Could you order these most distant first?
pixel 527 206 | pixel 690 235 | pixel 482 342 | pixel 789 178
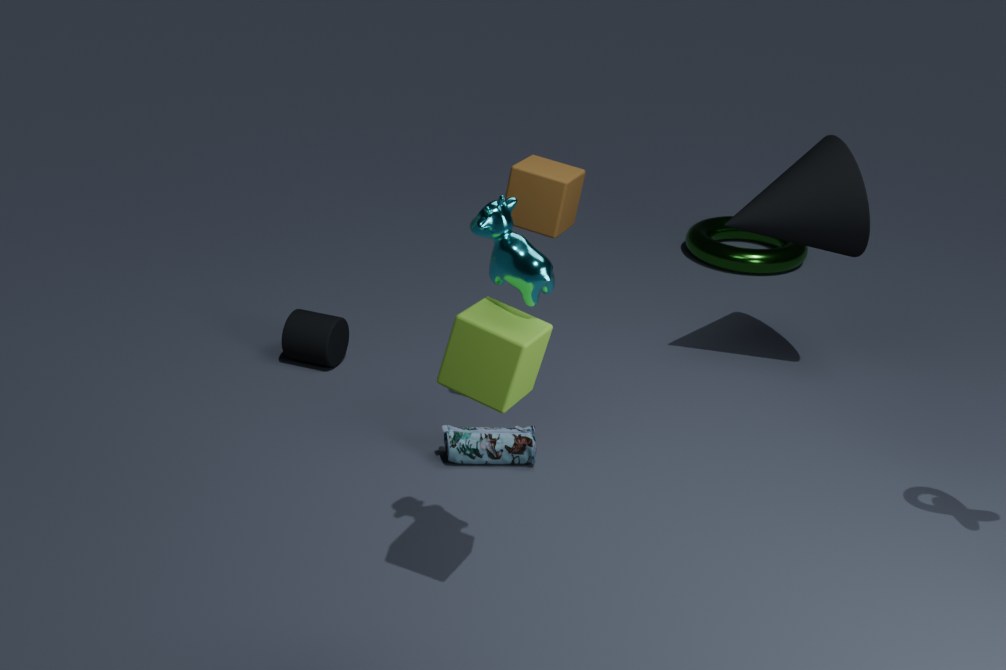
pixel 690 235 < pixel 789 178 < pixel 527 206 < pixel 482 342
